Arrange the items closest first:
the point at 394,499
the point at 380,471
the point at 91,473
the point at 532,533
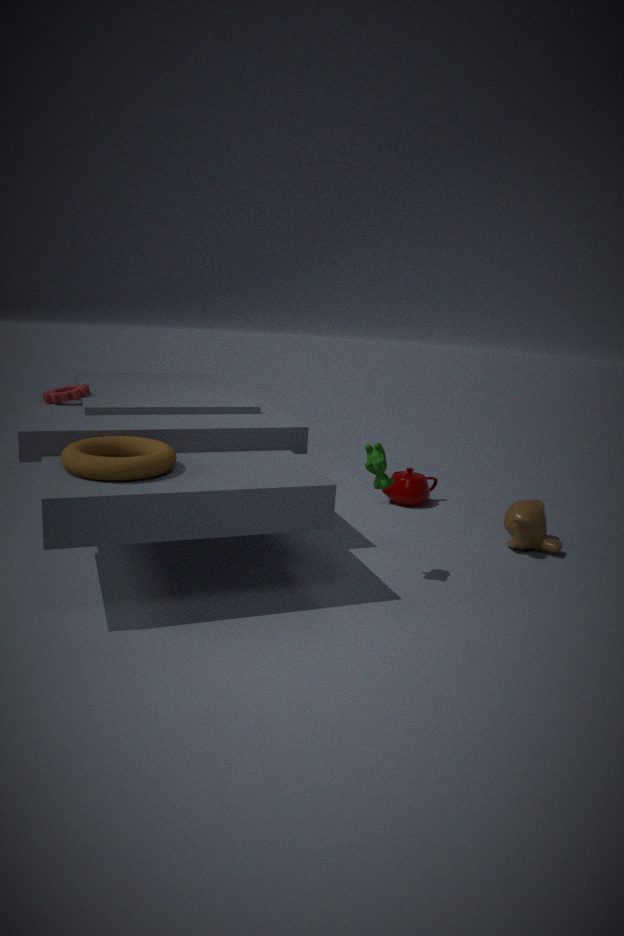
the point at 91,473 → the point at 380,471 → the point at 532,533 → the point at 394,499
